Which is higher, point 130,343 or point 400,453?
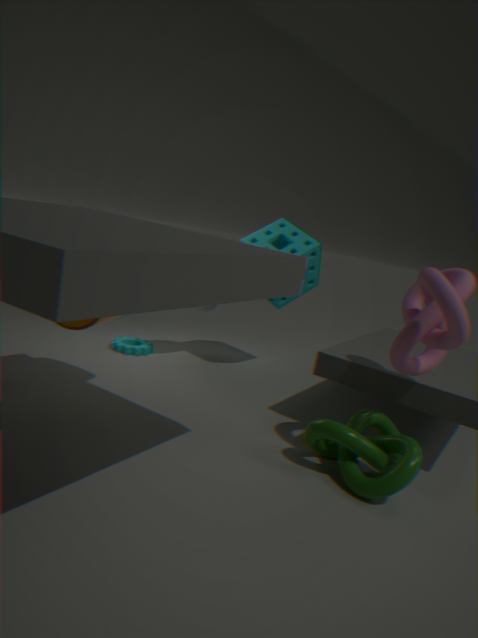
point 400,453
